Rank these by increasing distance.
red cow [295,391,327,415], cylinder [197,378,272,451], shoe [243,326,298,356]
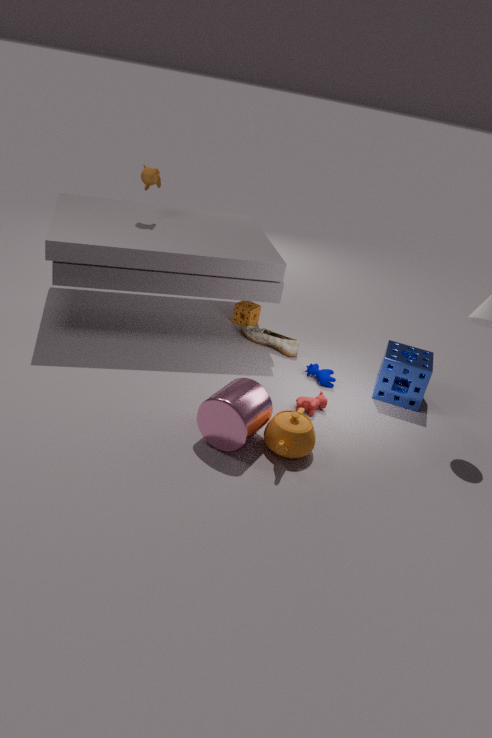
1. cylinder [197,378,272,451]
2. red cow [295,391,327,415]
3. shoe [243,326,298,356]
